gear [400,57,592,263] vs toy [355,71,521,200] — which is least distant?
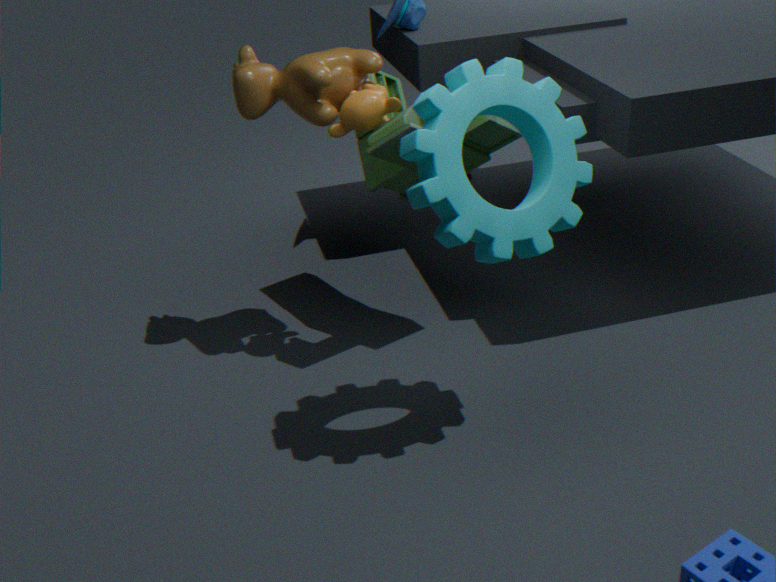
gear [400,57,592,263]
